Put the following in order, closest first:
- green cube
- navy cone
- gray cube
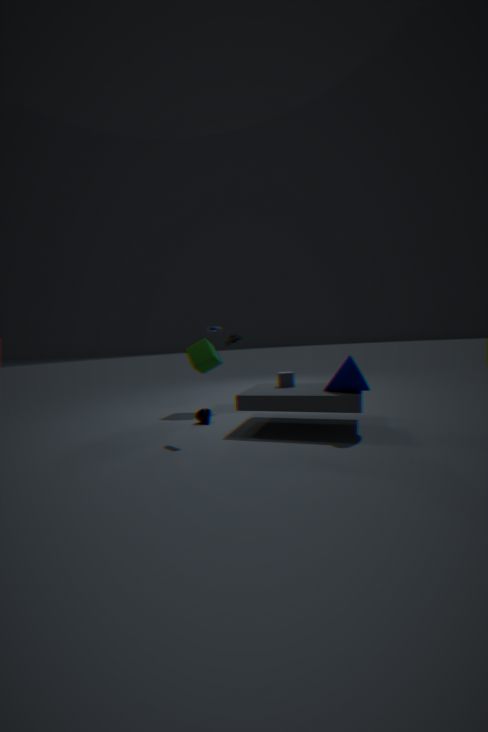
navy cone, gray cube, green cube
